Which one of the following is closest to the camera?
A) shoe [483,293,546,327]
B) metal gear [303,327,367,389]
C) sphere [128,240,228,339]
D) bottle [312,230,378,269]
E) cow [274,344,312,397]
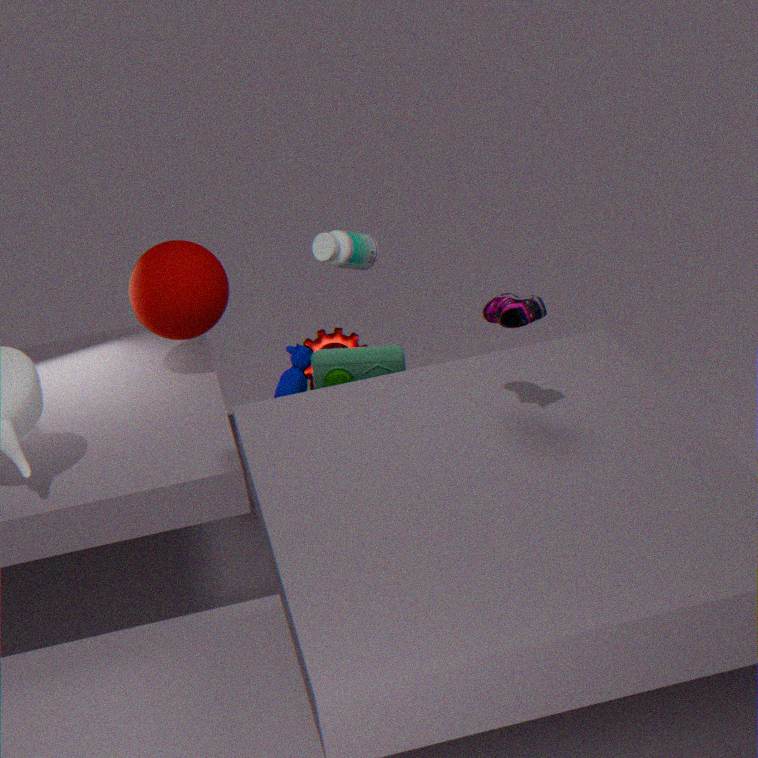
shoe [483,293,546,327]
